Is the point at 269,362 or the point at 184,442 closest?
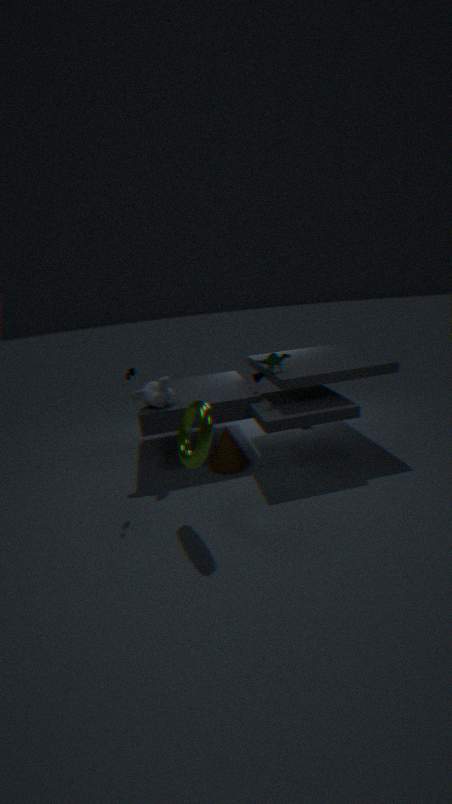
the point at 184,442
